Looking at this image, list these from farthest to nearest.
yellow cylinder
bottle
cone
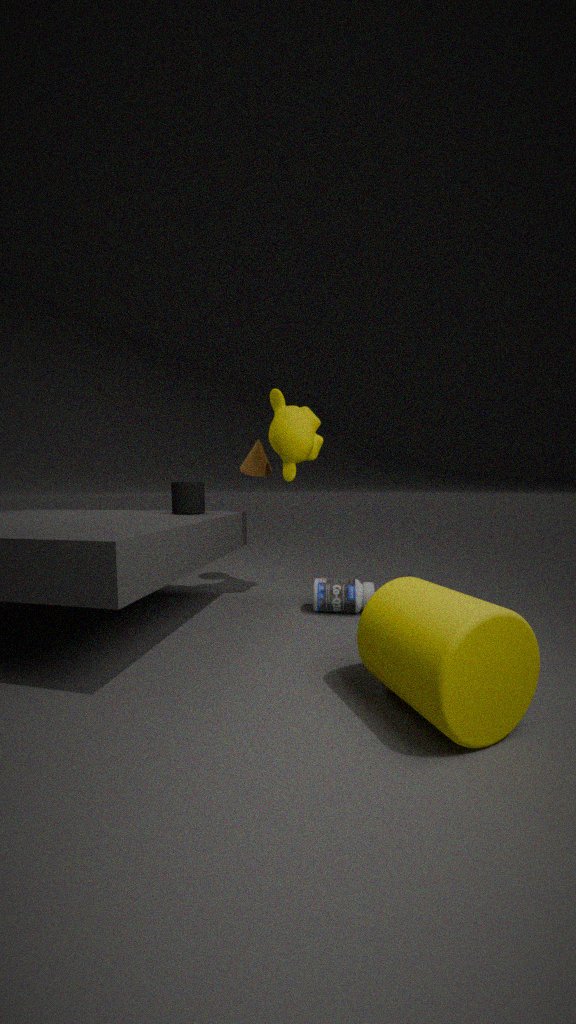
cone → bottle → yellow cylinder
